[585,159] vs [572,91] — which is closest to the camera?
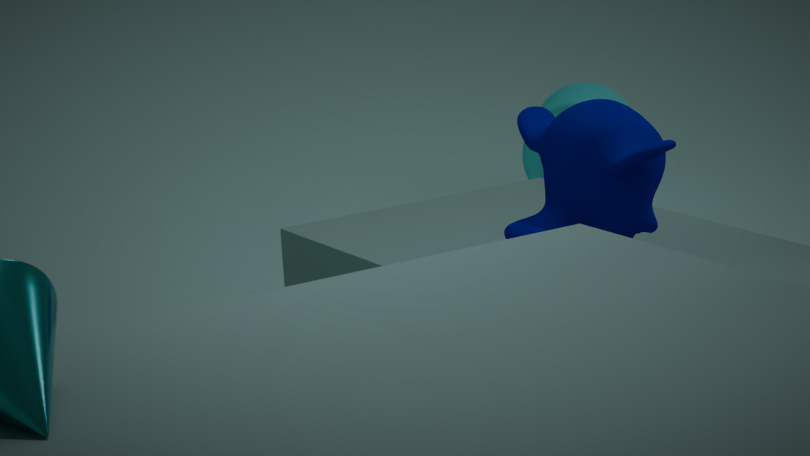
[585,159]
